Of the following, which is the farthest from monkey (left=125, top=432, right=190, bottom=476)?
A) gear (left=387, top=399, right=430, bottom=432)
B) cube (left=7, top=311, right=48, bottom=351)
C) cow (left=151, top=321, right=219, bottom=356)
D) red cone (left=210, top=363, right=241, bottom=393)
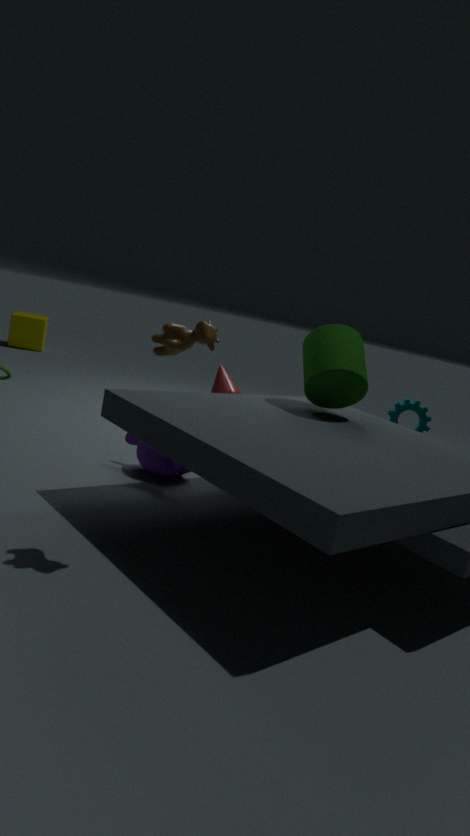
cube (left=7, top=311, right=48, bottom=351)
